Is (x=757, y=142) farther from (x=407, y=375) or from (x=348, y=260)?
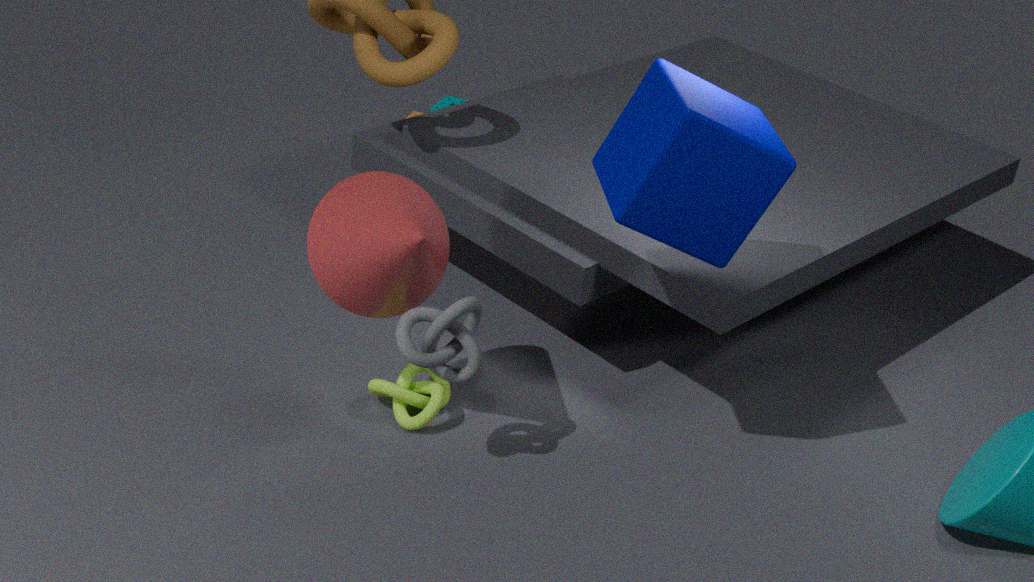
(x=407, y=375)
